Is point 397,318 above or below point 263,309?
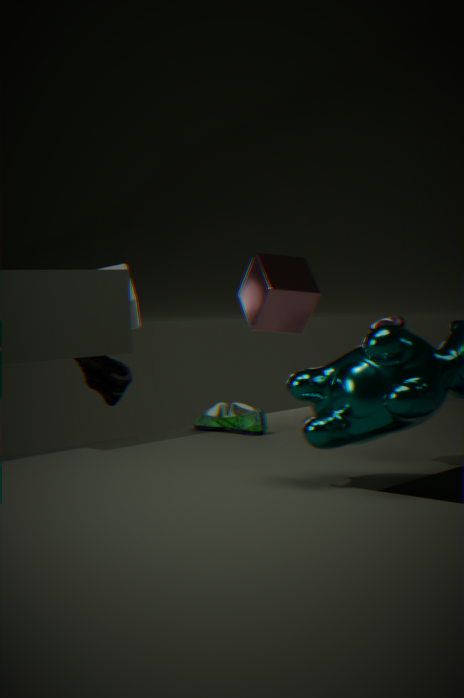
below
